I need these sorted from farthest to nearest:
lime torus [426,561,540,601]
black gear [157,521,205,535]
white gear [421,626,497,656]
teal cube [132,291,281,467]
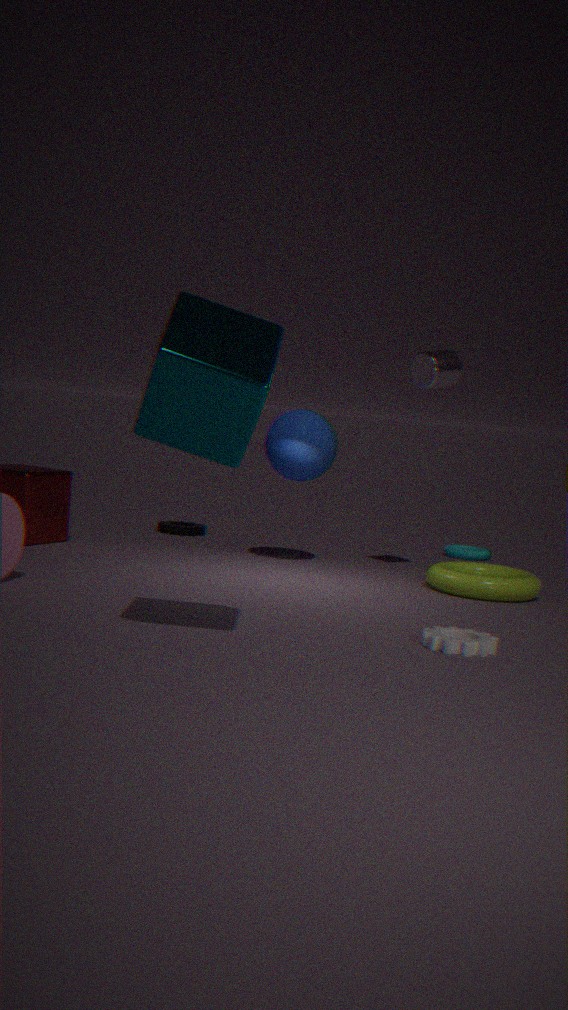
black gear [157,521,205,535] < lime torus [426,561,540,601] < white gear [421,626,497,656] < teal cube [132,291,281,467]
